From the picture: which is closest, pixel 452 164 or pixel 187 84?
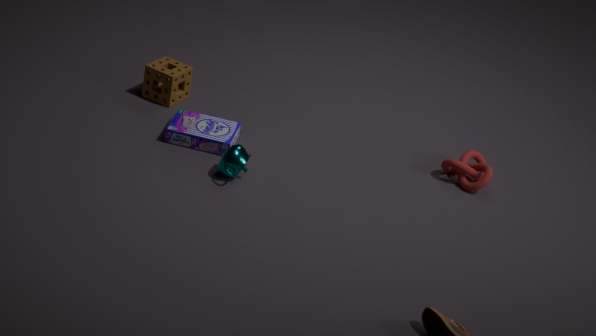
pixel 452 164
